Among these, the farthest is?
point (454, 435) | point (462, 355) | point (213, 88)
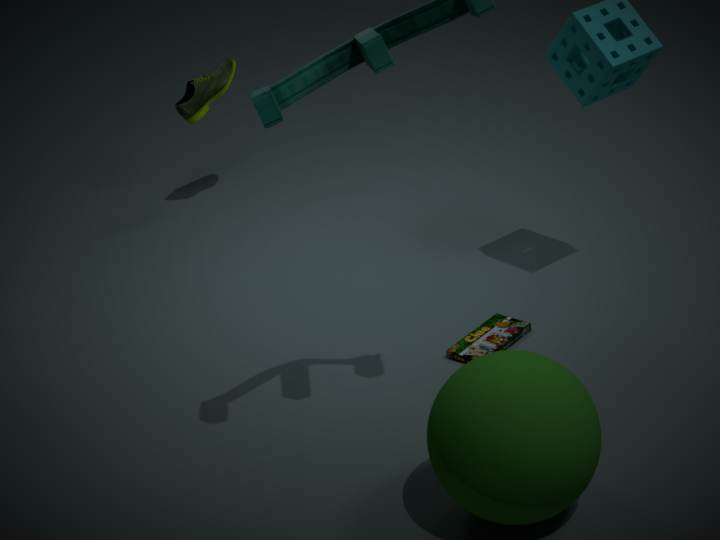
point (213, 88)
